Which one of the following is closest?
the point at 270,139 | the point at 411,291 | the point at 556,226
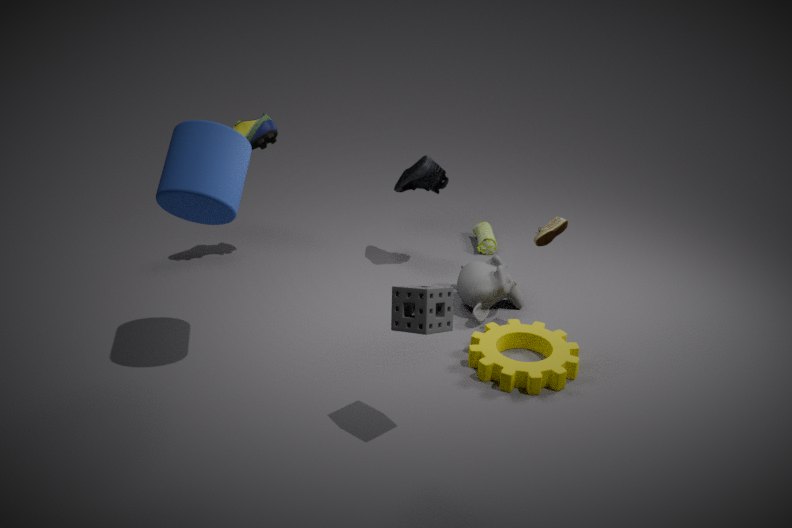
the point at 411,291
